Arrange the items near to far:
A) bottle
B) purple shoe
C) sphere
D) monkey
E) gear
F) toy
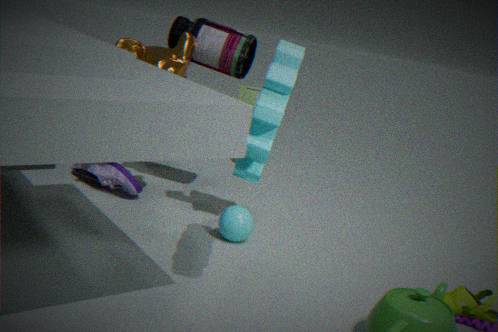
gear → monkey → sphere → toy → bottle → purple shoe
